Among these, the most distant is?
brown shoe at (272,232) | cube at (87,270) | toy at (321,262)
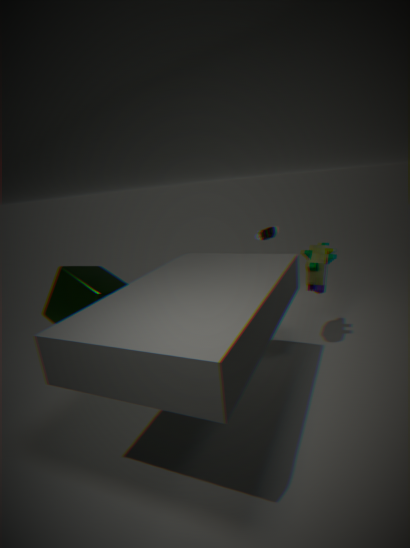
brown shoe at (272,232)
